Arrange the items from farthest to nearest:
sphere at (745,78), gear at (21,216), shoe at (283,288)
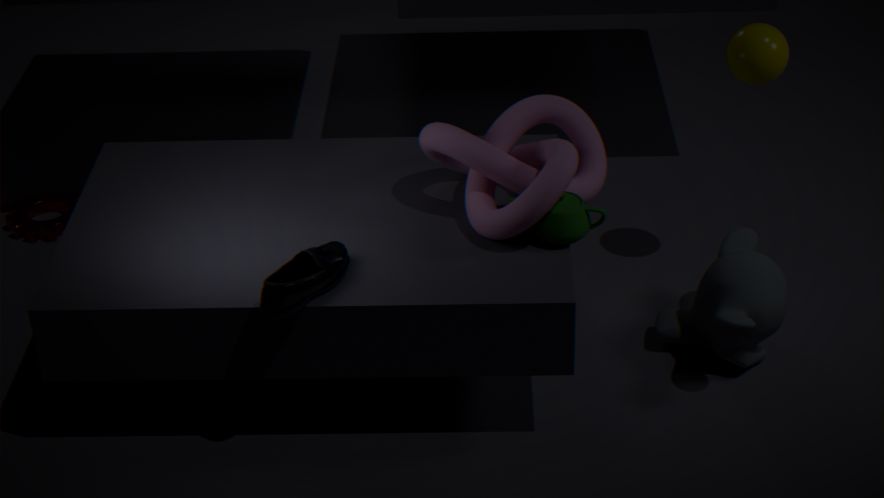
gear at (21,216), sphere at (745,78), shoe at (283,288)
